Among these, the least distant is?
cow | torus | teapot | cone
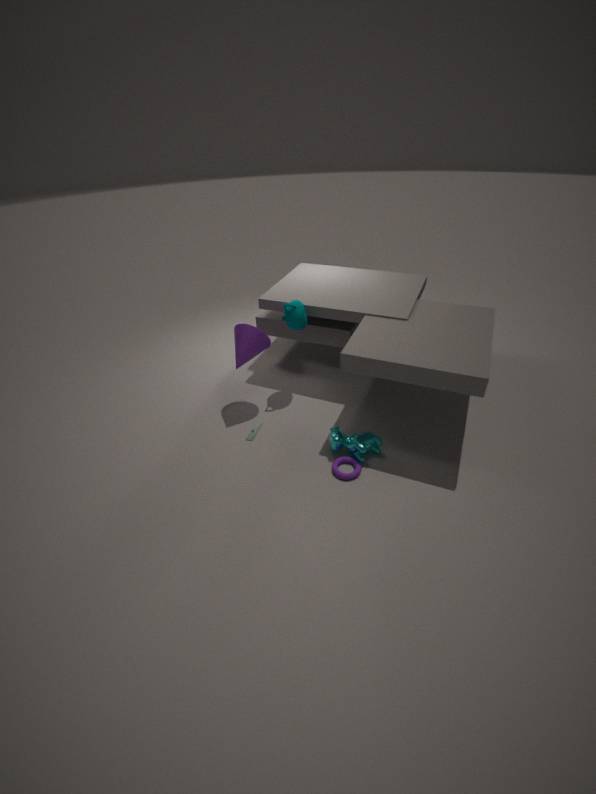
torus
